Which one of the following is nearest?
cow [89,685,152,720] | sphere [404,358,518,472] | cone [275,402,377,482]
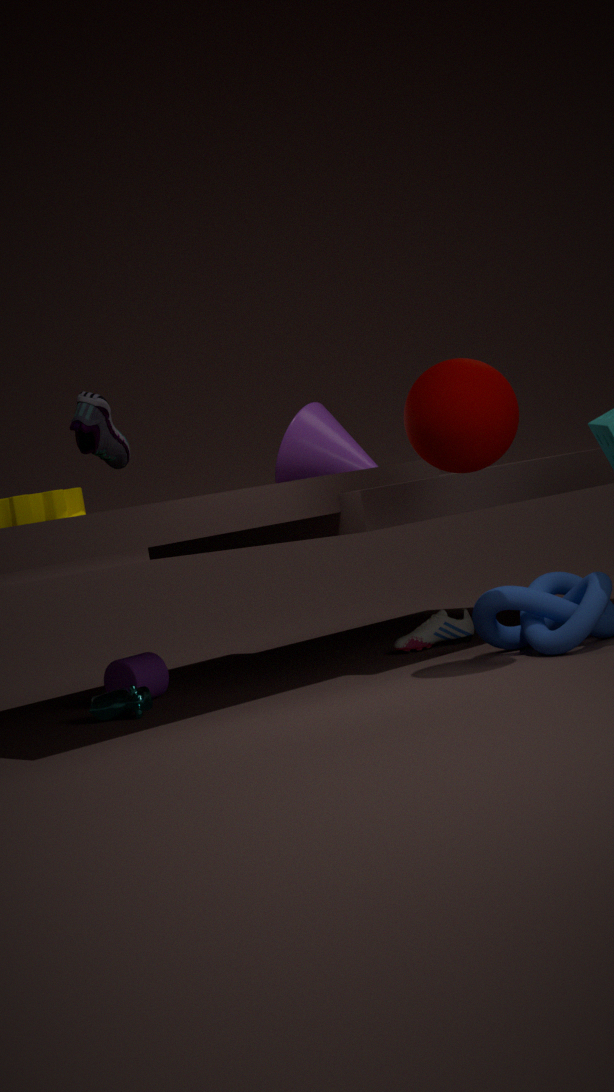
sphere [404,358,518,472]
